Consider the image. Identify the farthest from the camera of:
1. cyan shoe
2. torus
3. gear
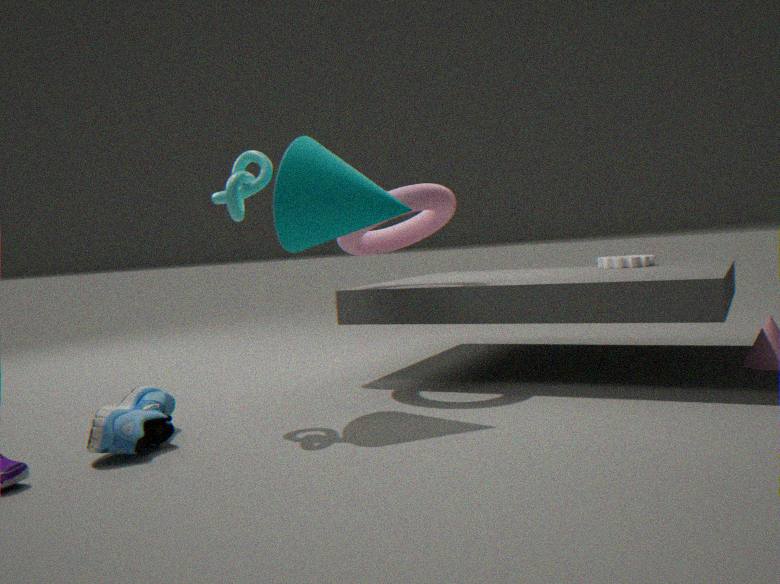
gear
